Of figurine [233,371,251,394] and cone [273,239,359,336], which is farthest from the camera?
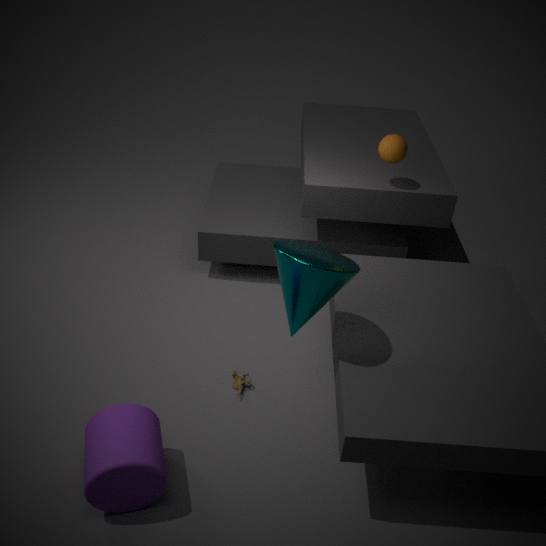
figurine [233,371,251,394]
